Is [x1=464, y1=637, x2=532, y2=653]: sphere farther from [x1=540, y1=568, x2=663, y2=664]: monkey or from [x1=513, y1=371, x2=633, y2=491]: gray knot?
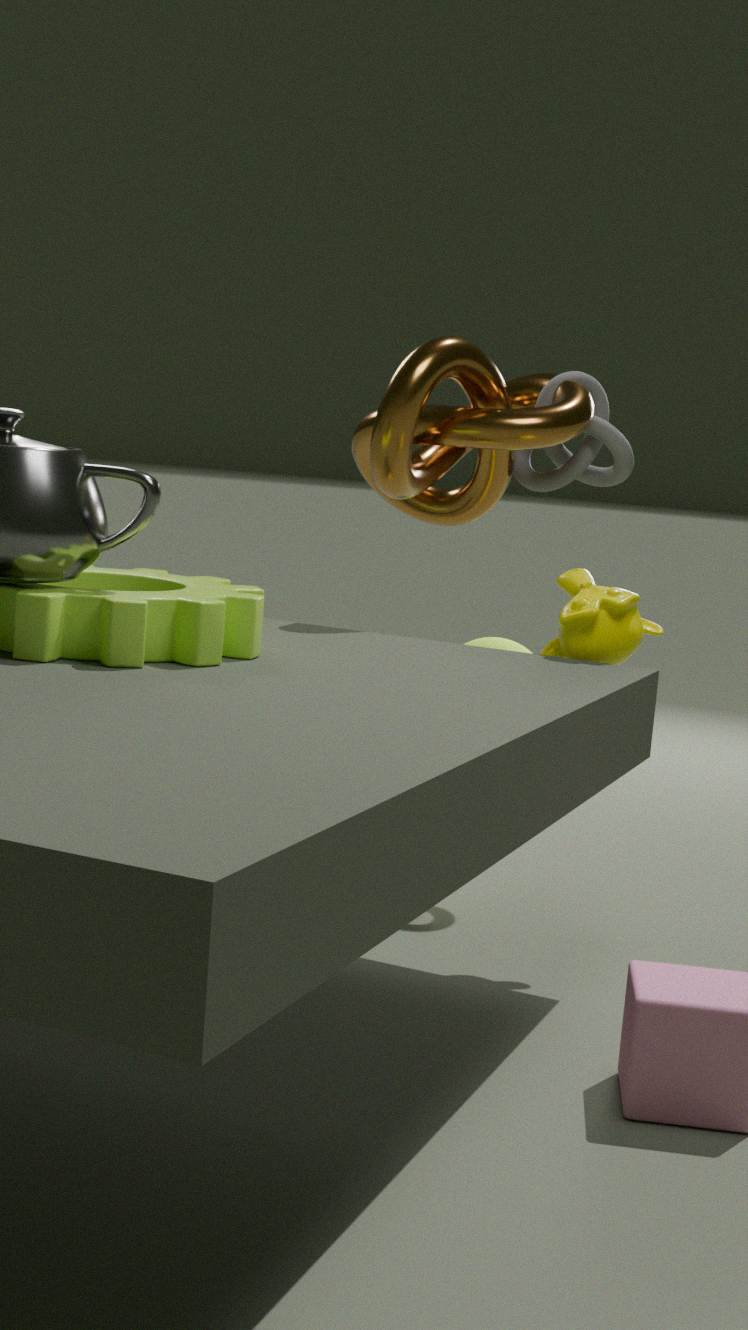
[x1=540, y1=568, x2=663, y2=664]: monkey
